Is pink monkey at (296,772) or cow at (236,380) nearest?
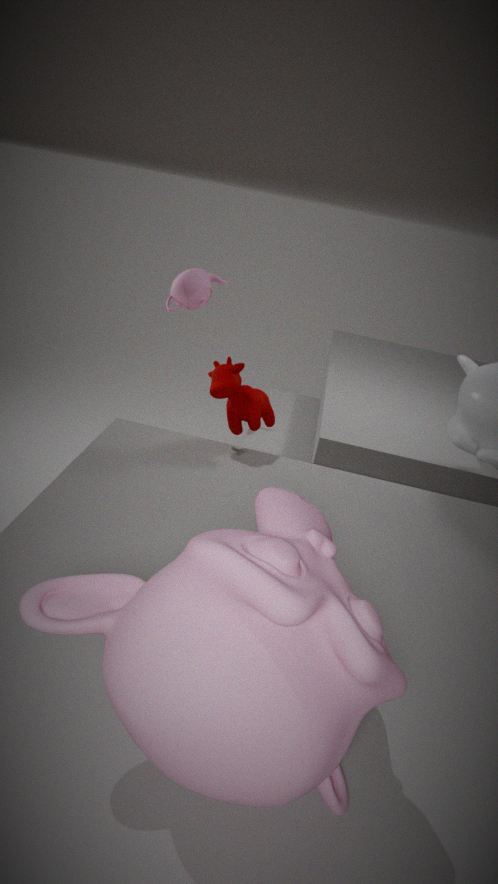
pink monkey at (296,772)
